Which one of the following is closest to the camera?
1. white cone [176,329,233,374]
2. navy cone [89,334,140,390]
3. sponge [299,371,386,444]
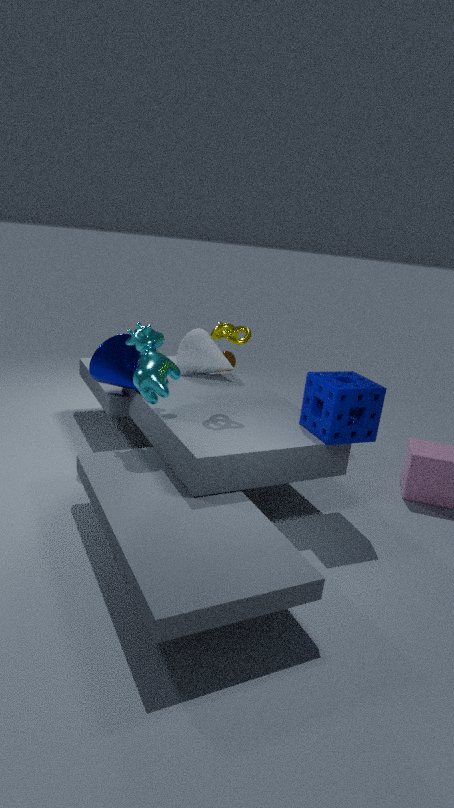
sponge [299,371,386,444]
